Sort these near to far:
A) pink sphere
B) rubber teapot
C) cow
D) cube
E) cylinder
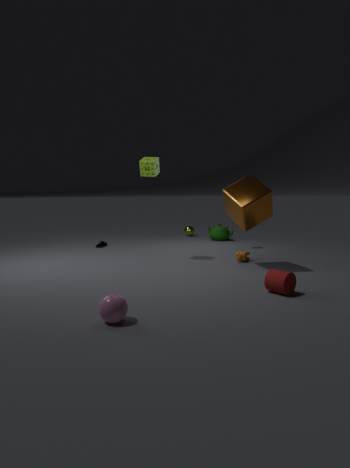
pink sphere → cylinder → cube → cow → rubber teapot
